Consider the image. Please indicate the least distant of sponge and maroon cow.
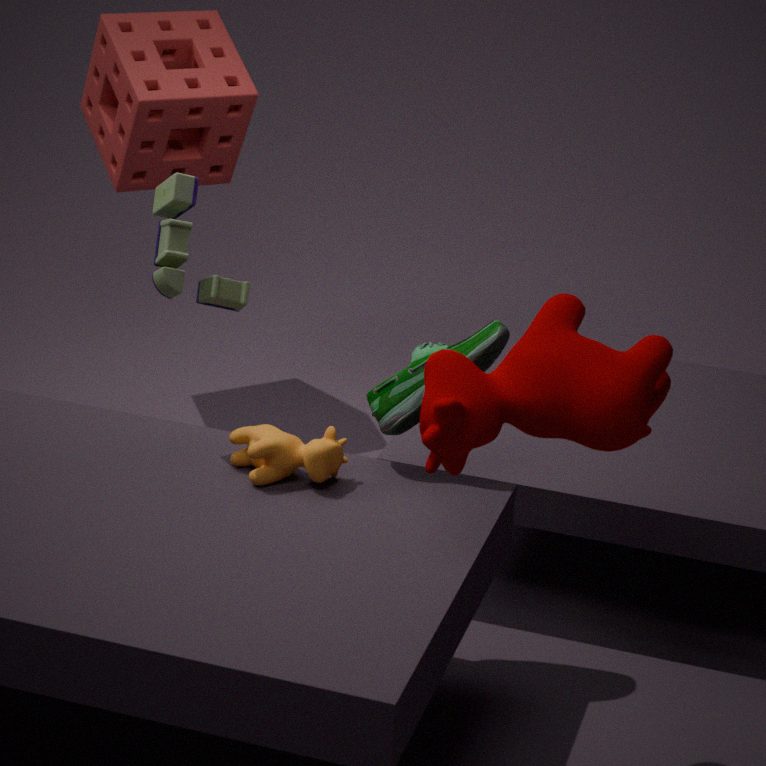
maroon cow
